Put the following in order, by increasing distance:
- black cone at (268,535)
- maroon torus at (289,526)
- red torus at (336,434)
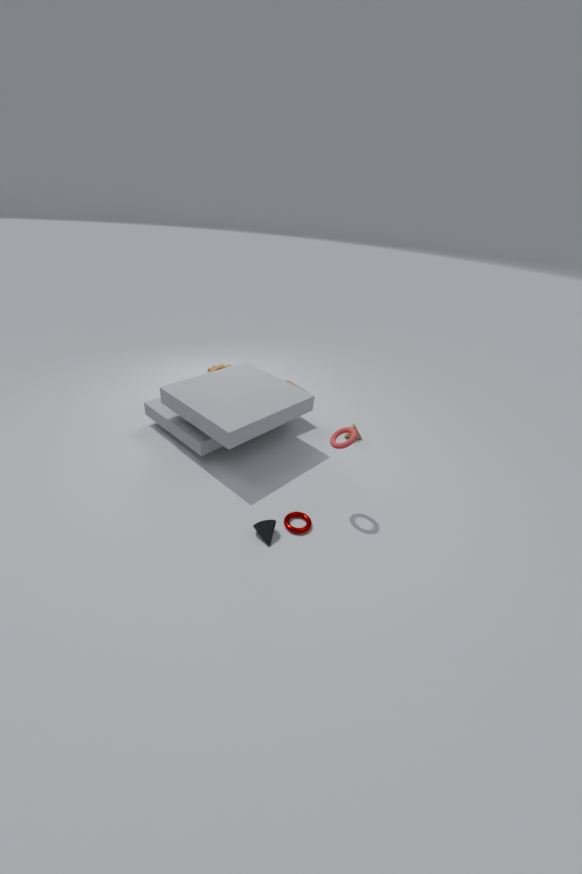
black cone at (268,535), red torus at (336,434), maroon torus at (289,526)
